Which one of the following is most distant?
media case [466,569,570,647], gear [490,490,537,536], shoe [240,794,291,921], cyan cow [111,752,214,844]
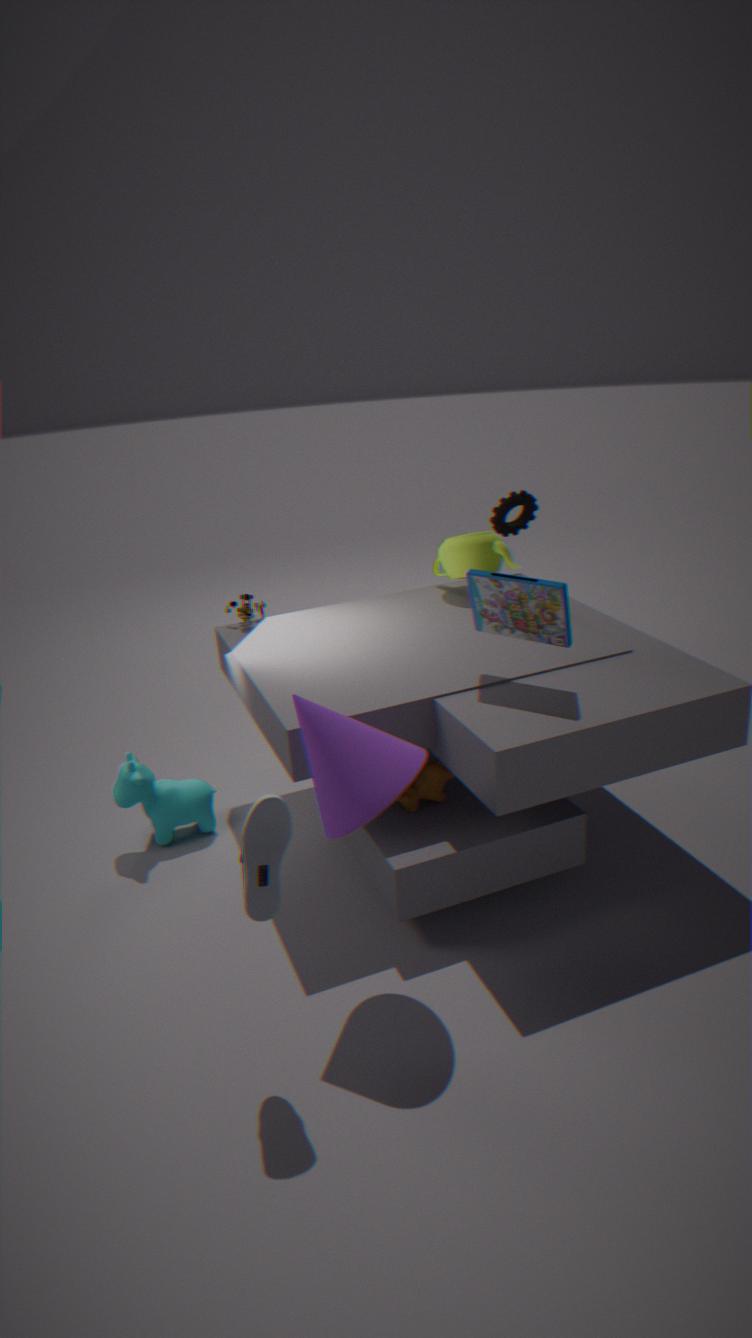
gear [490,490,537,536]
